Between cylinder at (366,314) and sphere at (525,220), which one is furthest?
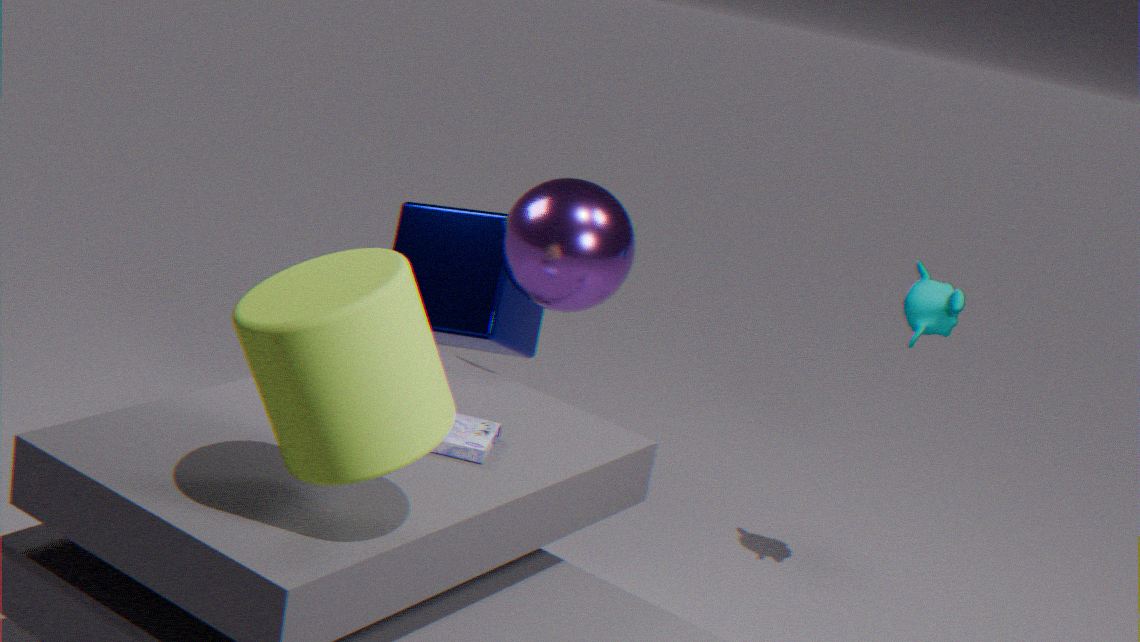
sphere at (525,220)
